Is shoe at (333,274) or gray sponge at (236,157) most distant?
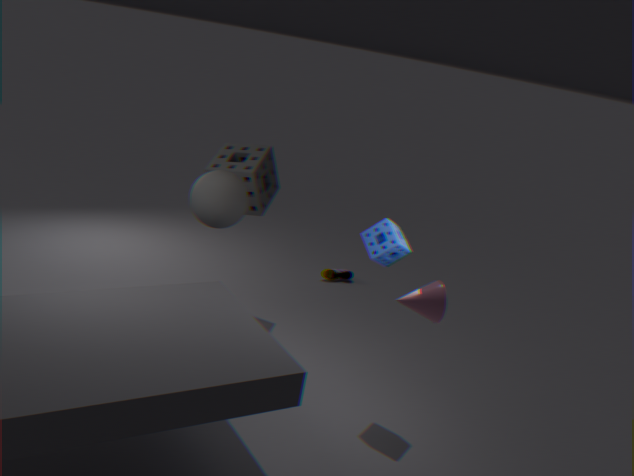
shoe at (333,274)
